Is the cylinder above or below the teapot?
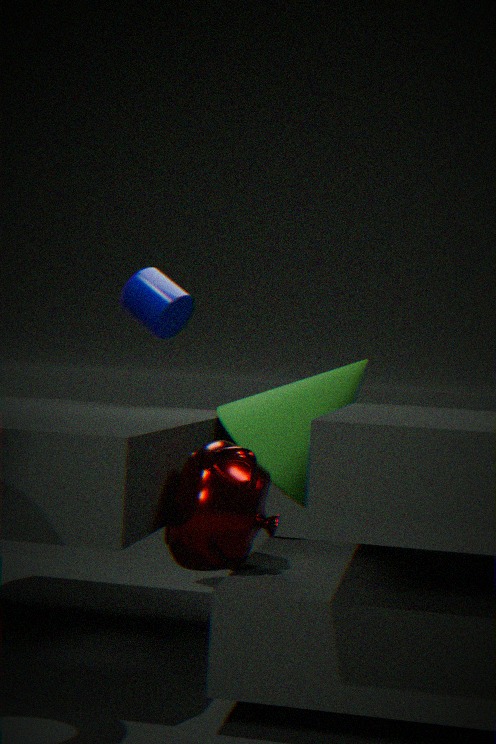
above
